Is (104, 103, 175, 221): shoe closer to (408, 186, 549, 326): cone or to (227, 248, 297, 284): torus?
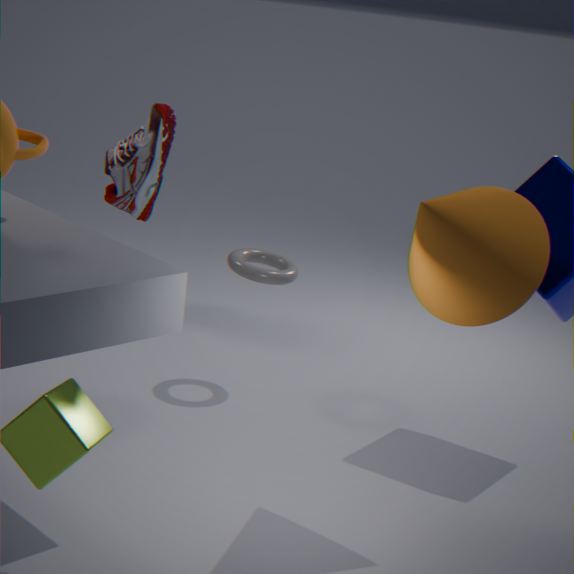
(227, 248, 297, 284): torus
